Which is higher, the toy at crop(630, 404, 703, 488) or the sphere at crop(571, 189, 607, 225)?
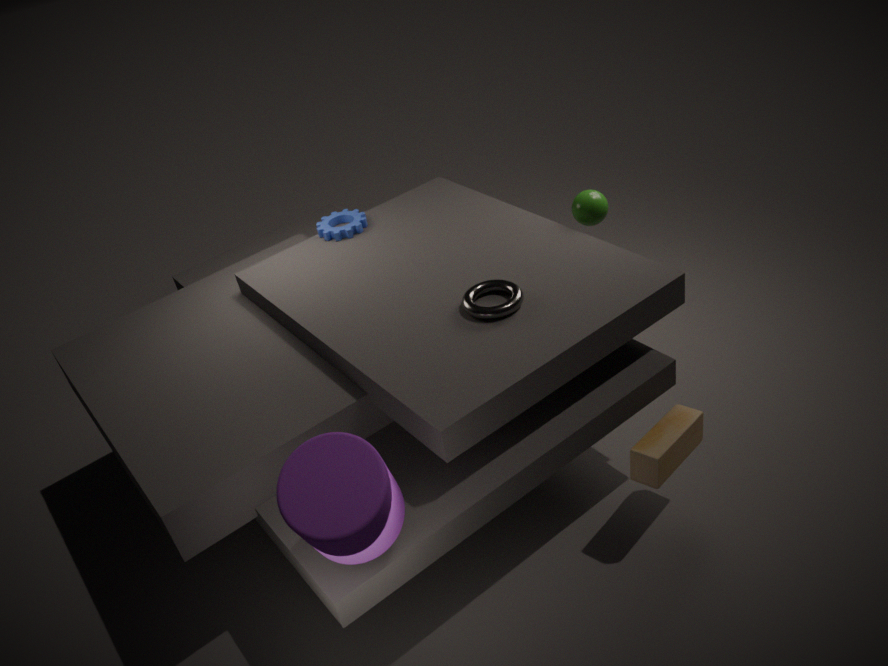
the sphere at crop(571, 189, 607, 225)
